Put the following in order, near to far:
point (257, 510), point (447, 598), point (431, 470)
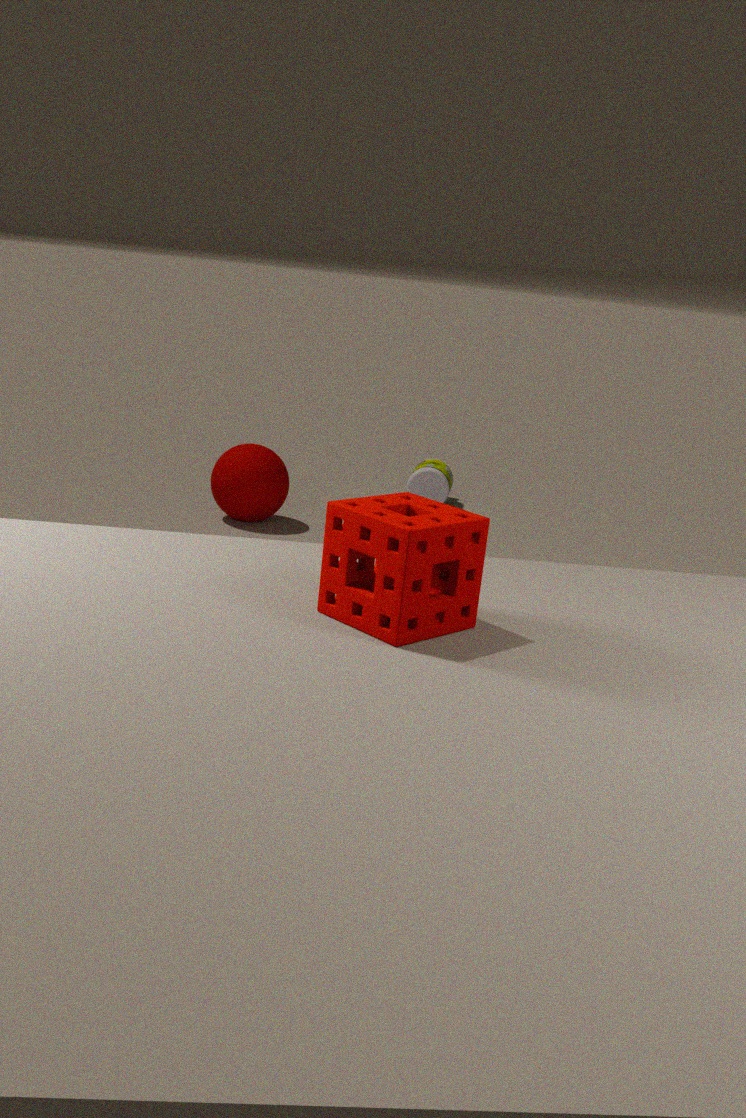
point (447, 598) → point (257, 510) → point (431, 470)
